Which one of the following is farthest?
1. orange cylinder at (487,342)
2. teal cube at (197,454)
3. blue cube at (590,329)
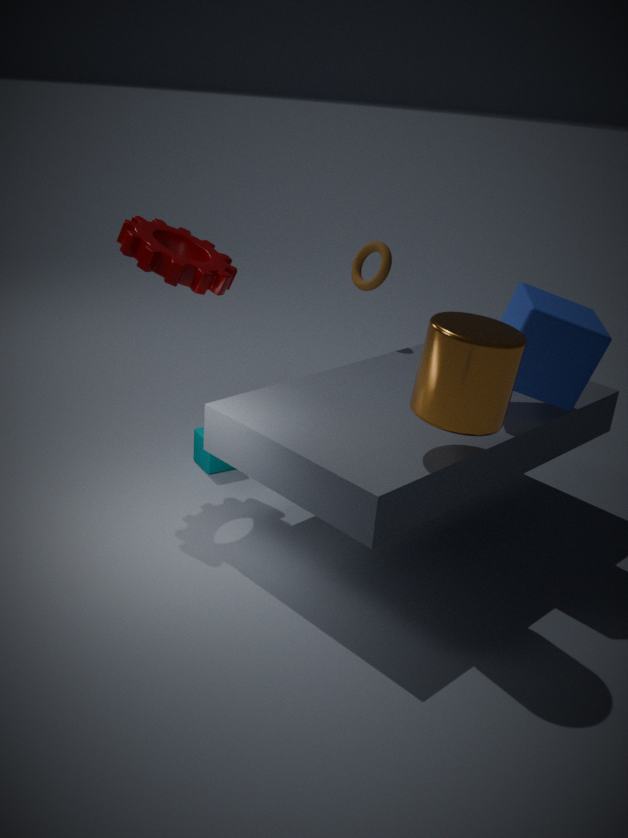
teal cube at (197,454)
